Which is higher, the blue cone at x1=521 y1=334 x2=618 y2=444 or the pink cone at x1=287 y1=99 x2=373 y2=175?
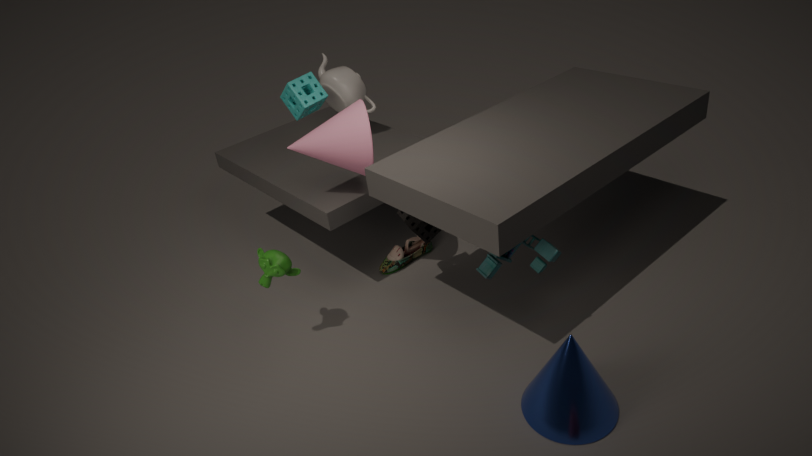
the pink cone at x1=287 y1=99 x2=373 y2=175
